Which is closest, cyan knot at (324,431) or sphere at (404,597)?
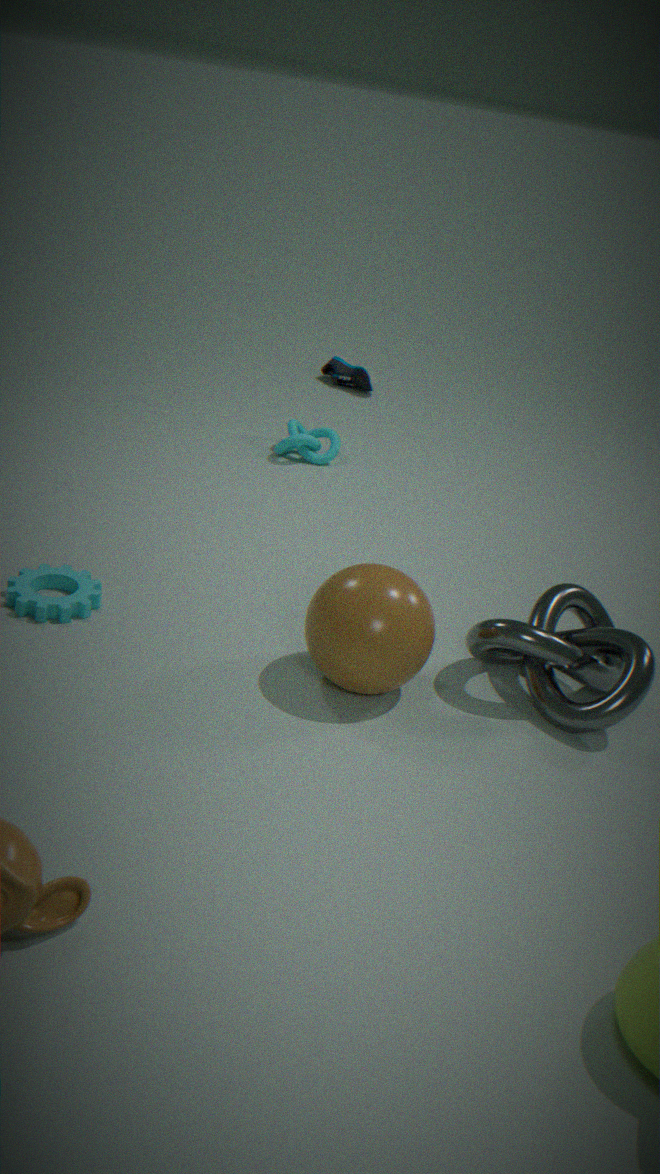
sphere at (404,597)
